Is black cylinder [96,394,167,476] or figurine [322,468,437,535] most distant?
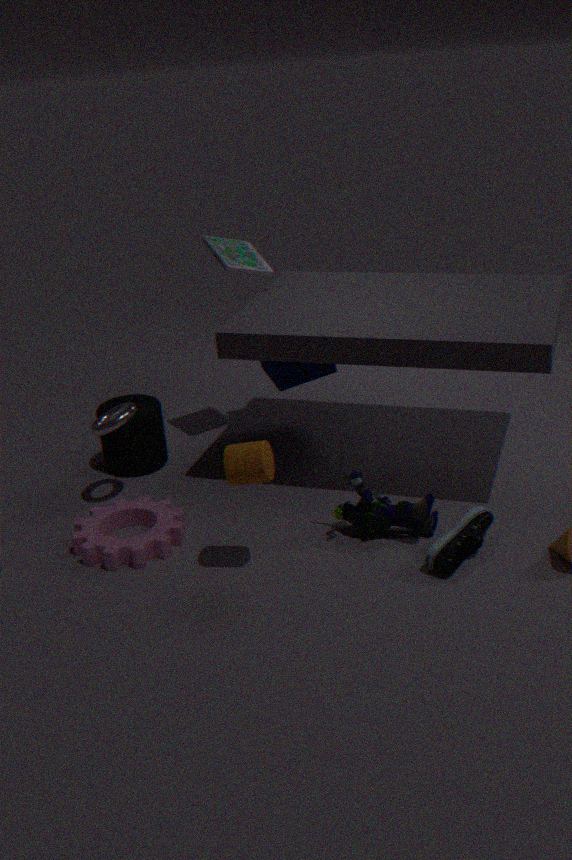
black cylinder [96,394,167,476]
